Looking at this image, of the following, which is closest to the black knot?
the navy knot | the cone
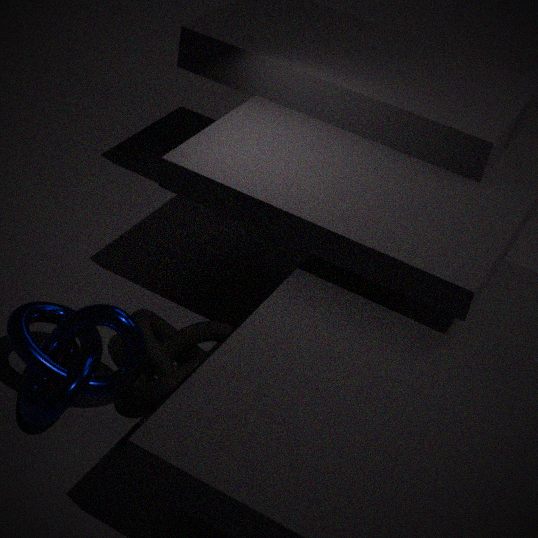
the navy knot
